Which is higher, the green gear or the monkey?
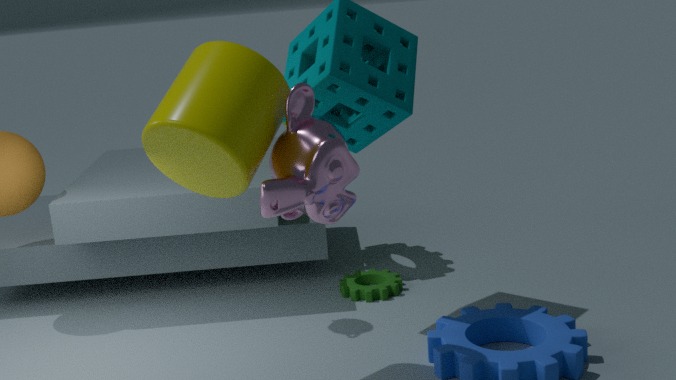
the monkey
